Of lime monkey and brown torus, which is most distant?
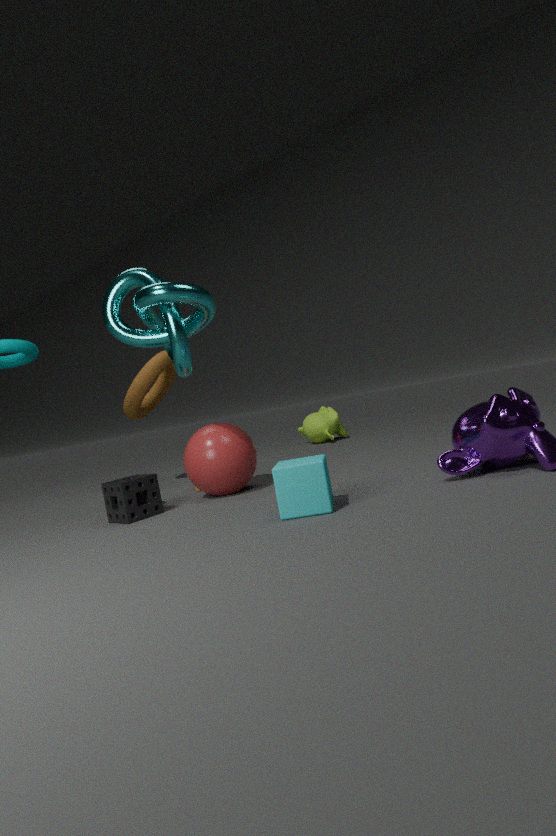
lime monkey
